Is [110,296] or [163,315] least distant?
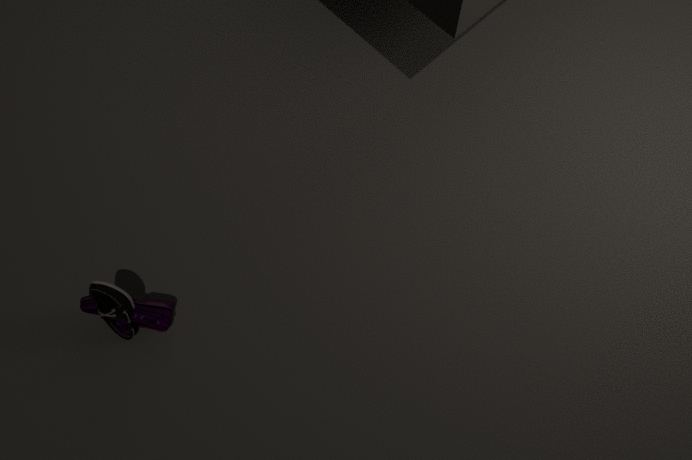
[110,296]
